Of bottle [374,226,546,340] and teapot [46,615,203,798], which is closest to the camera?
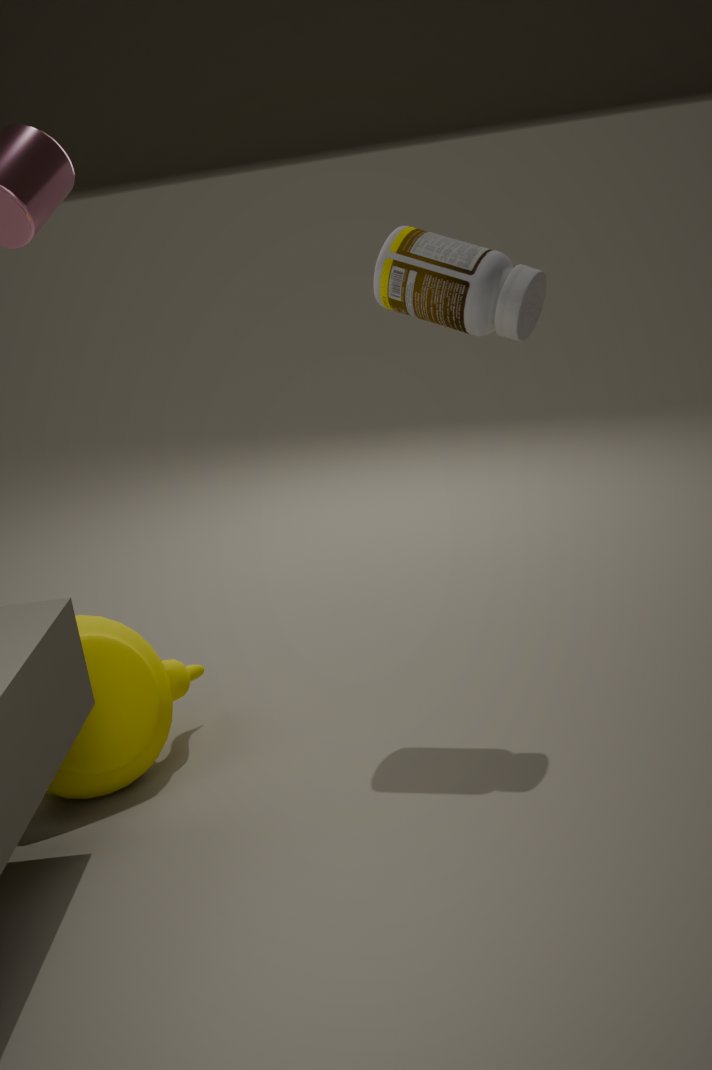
bottle [374,226,546,340]
